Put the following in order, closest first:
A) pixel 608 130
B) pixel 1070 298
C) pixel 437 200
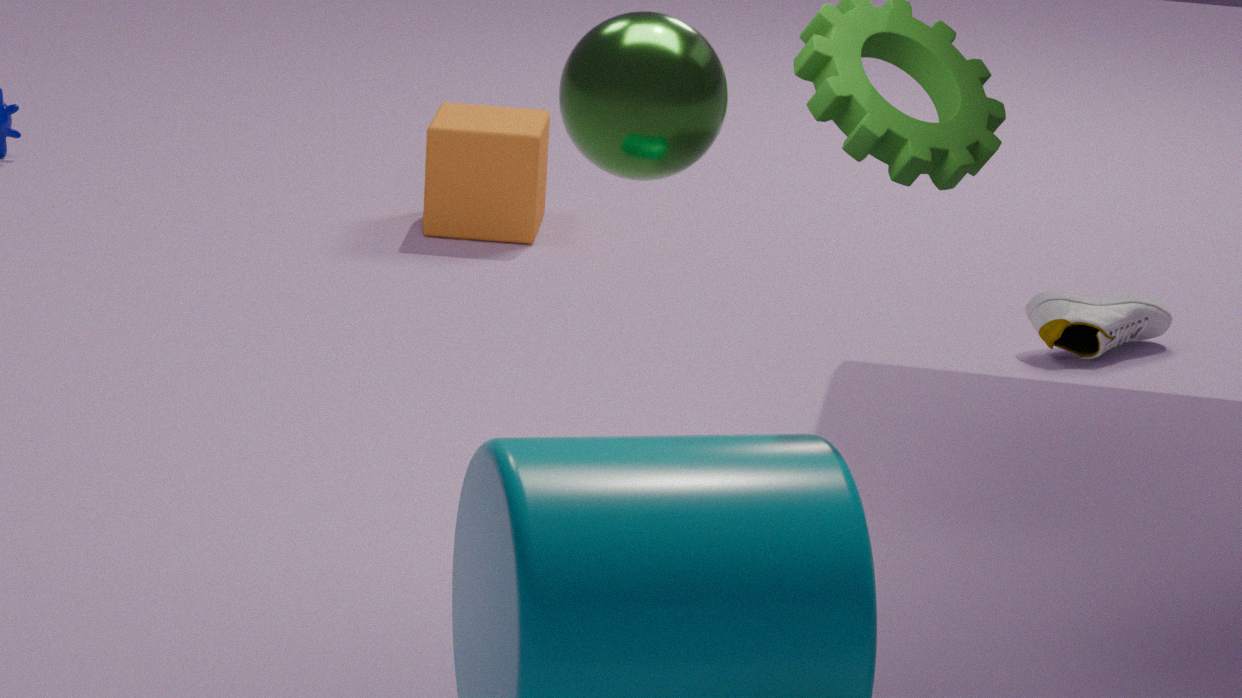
pixel 608 130, pixel 1070 298, pixel 437 200
